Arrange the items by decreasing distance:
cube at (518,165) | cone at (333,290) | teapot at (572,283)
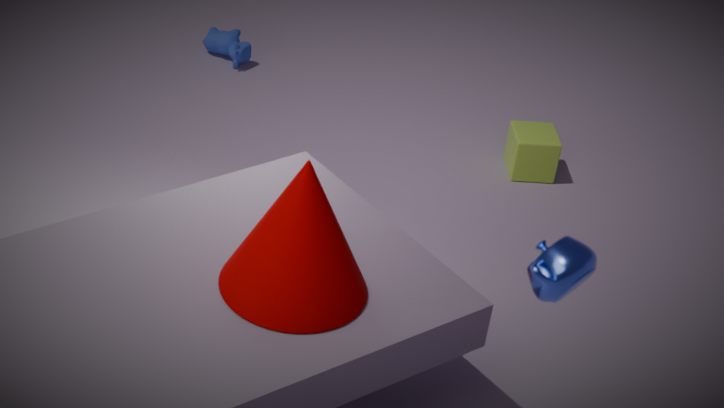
cube at (518,165) < cone at (333,290) < teapot at (572,283)
